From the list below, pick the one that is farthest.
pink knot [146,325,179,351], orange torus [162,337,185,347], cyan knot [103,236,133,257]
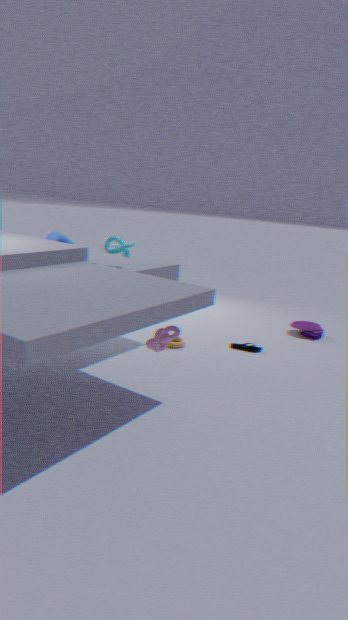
orange torus [162,337,185,347]
